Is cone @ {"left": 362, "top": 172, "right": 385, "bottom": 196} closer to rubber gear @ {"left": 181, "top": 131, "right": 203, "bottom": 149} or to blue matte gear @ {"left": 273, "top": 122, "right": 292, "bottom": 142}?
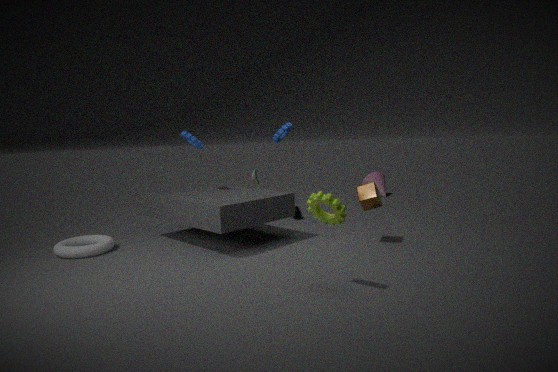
blue matte gear @ {"left": 273, "top": 122, "right": 292, "bottom": 142}
